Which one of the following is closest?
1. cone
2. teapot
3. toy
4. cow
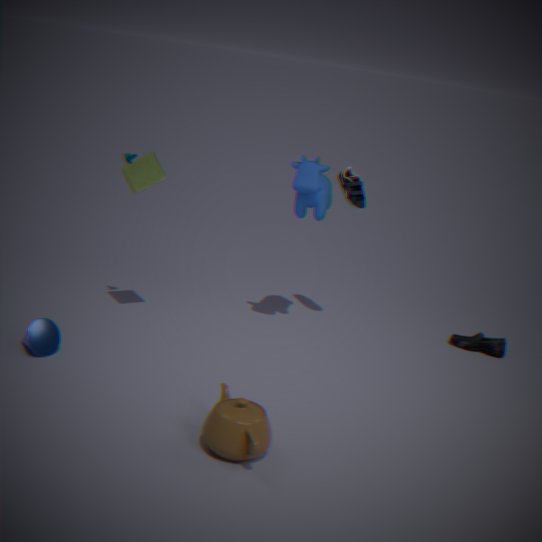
teapot
